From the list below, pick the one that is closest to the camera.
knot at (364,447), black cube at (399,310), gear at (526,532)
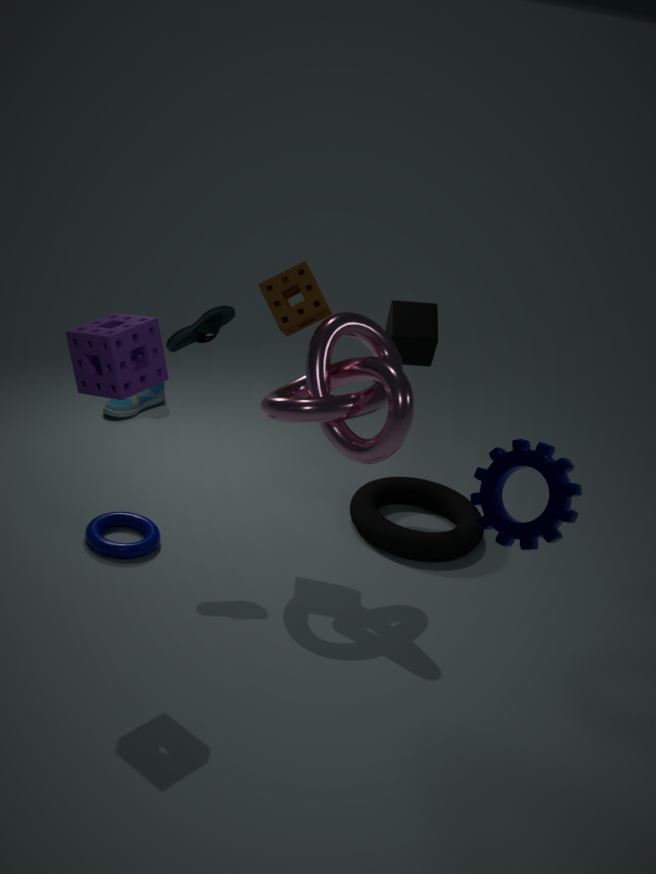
gear at (526,532)
